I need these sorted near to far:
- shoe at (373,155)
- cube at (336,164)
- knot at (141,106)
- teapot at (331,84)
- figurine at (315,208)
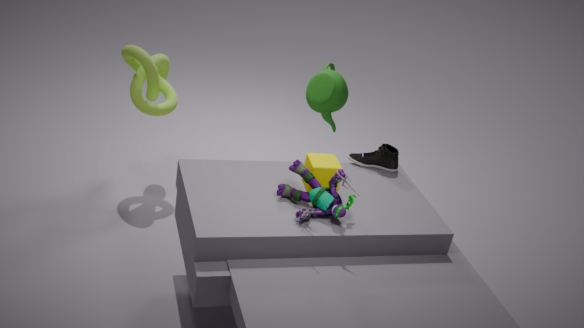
figurine at (315,208), cube at (336,164), shoe at (373,155), knot at (141,106), teapot at (331,84)
